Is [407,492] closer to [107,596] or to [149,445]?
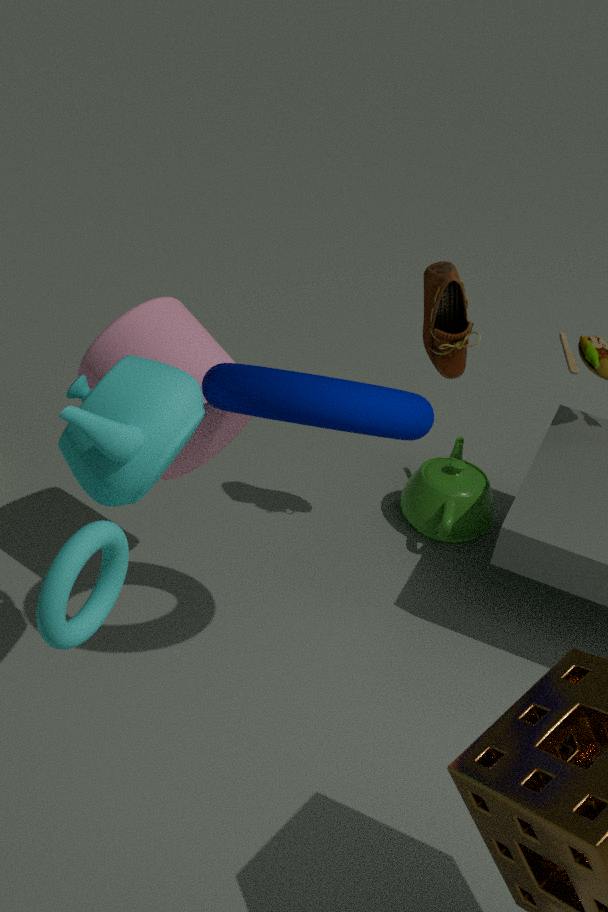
[149,445]
